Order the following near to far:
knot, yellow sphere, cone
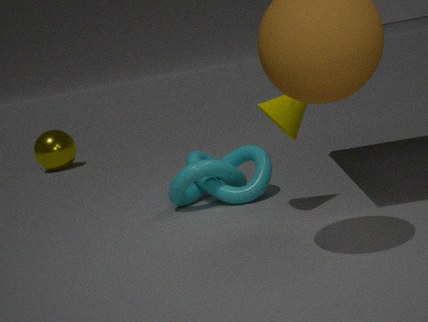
cone
knot
yellow sphere
